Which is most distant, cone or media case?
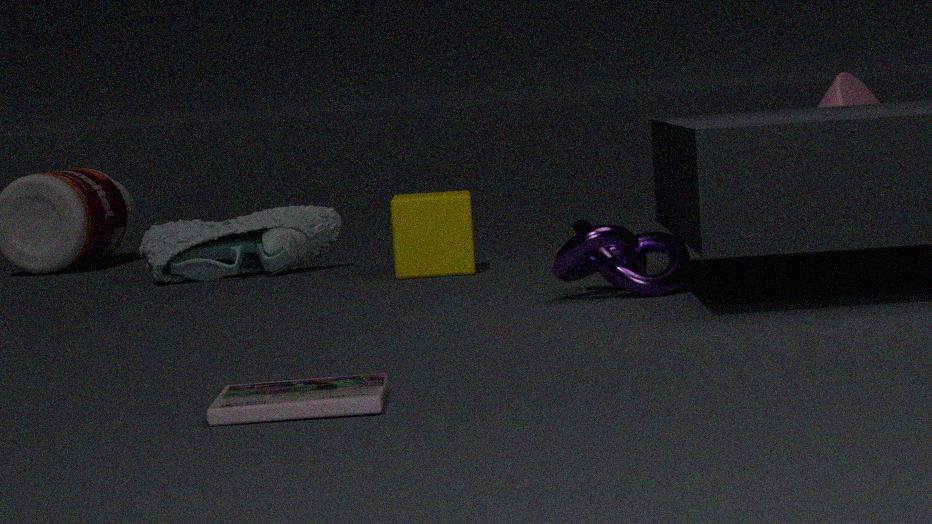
cone
